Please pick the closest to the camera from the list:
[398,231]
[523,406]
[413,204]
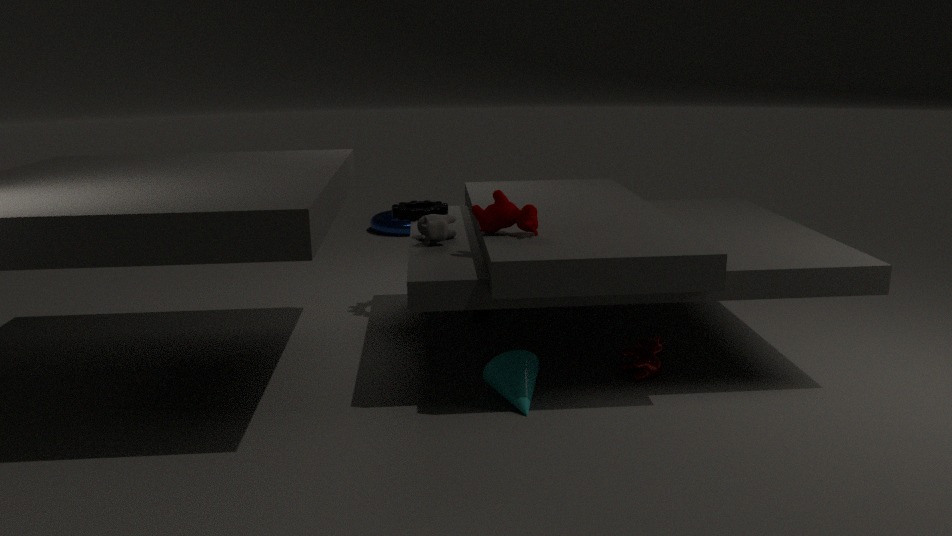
[523,406]
